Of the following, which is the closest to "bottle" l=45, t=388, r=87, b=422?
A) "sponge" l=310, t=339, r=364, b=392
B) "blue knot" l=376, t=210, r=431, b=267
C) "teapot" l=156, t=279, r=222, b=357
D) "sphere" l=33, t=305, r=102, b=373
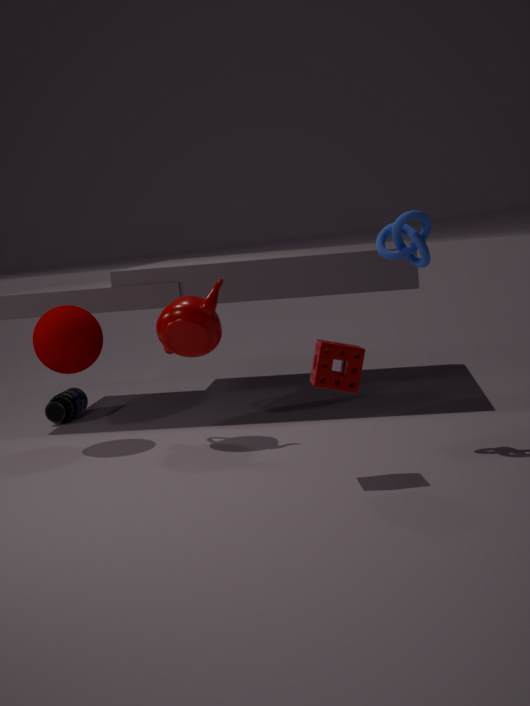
"sphere" l=33, t=305, r=102, b=373
